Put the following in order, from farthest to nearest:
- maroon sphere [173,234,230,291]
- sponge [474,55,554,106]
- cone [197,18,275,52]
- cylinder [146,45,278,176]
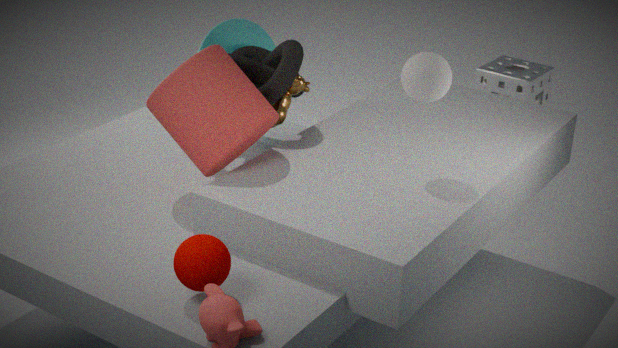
1. sponge [474,55,554,106]
2. cone [197,18,275,52]
3. cylinder [146,45,278,176]
4. maroon sphere [173,234,230,291]
